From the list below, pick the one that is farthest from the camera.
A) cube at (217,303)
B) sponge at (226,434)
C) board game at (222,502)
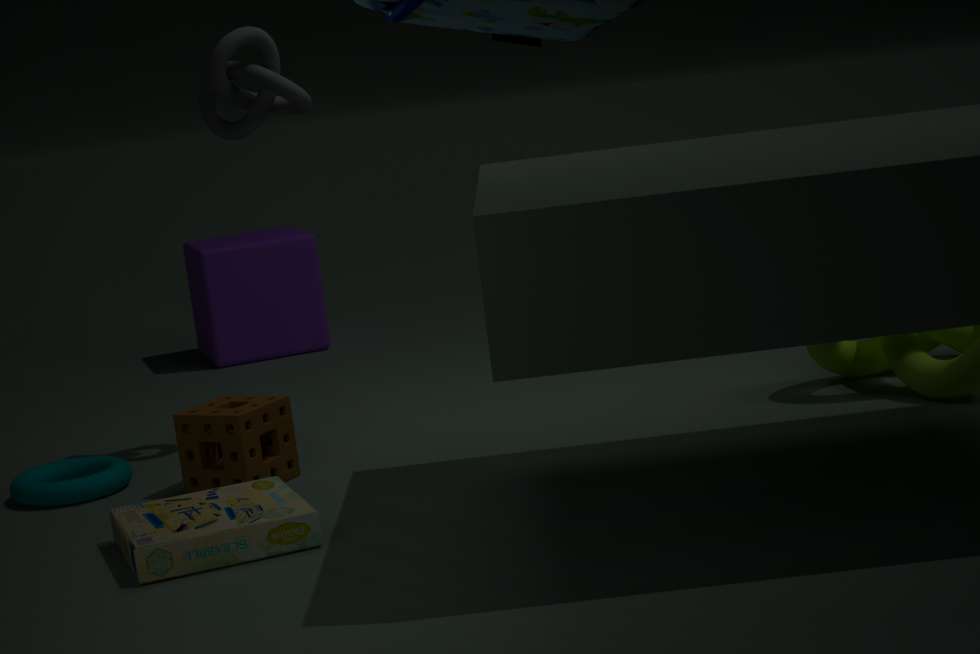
cube at (217,303)
